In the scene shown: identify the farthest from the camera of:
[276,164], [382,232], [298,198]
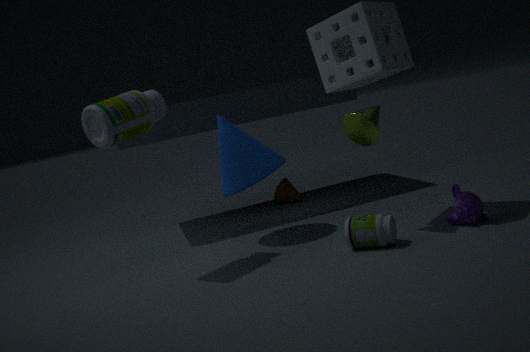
[298,198]
